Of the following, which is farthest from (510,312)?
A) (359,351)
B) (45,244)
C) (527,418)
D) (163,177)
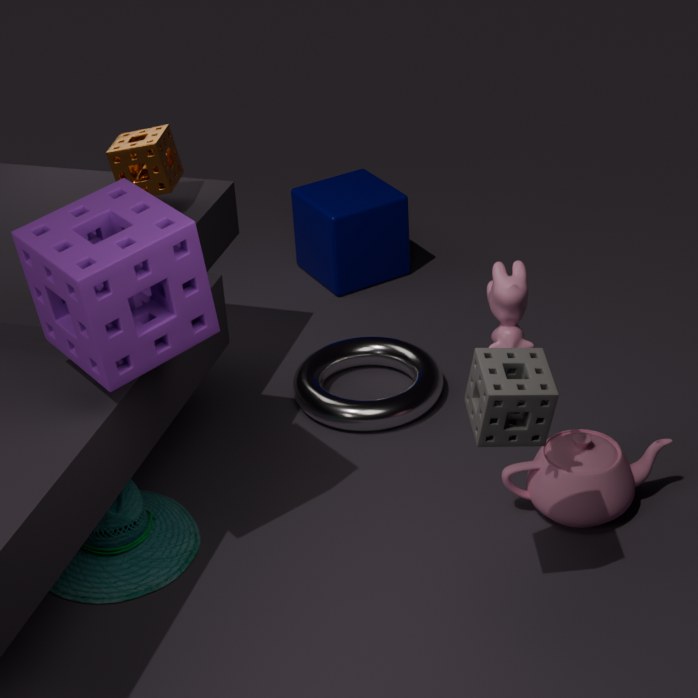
(163,177)
